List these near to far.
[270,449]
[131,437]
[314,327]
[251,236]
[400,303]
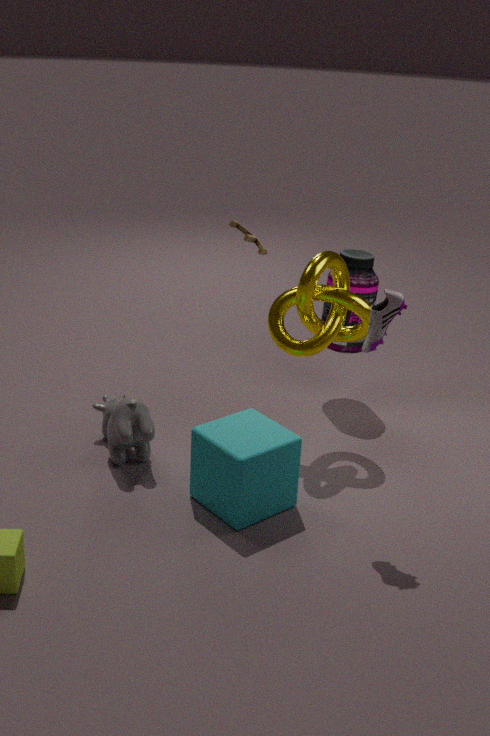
[400,303] < [270,449] < [131,437] < [314,327] < [251,236]
